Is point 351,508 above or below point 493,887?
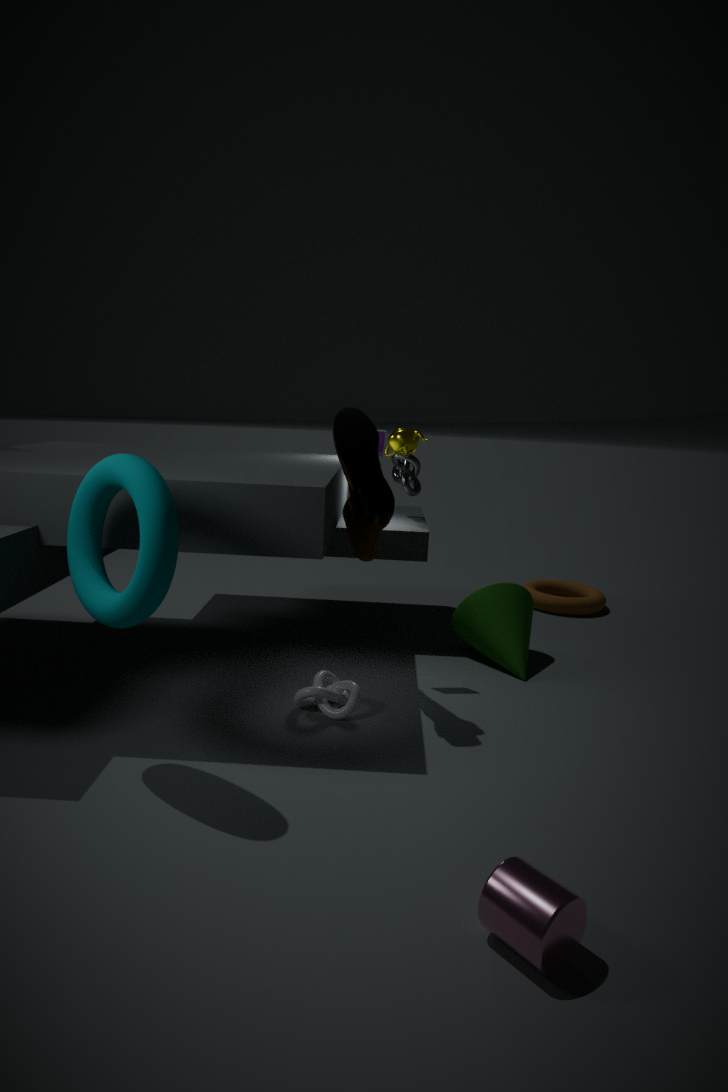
above
